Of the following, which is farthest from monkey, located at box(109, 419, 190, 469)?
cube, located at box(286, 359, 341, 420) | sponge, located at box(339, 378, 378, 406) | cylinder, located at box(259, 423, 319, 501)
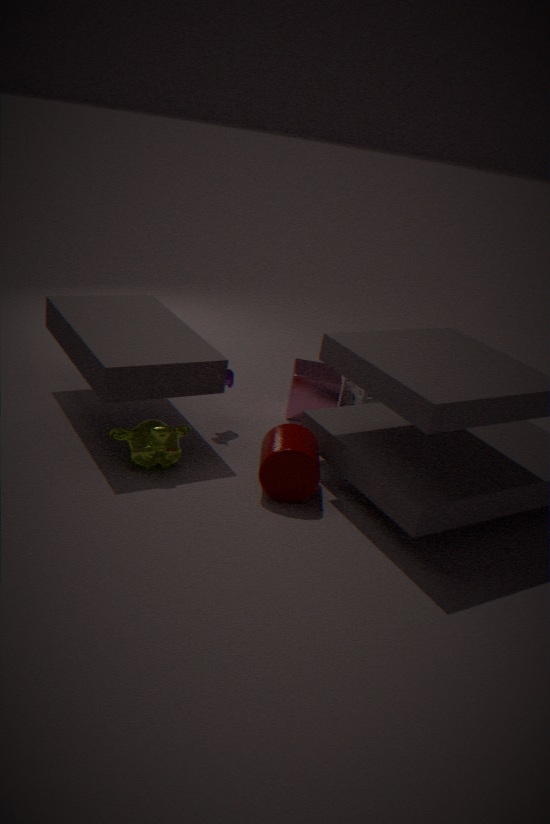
sponge, located at box(339, 378, 378, 406)
